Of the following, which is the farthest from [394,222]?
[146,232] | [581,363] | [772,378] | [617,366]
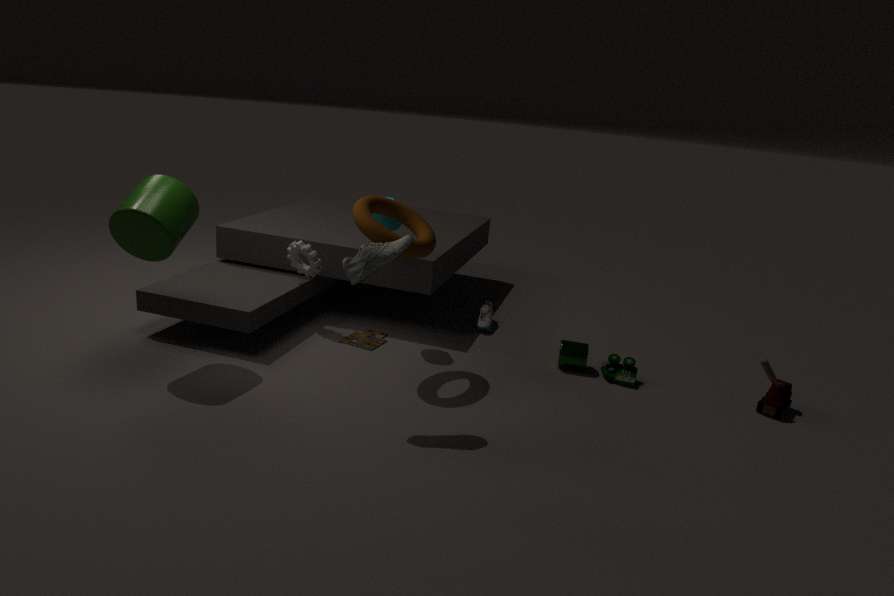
[772,378]
